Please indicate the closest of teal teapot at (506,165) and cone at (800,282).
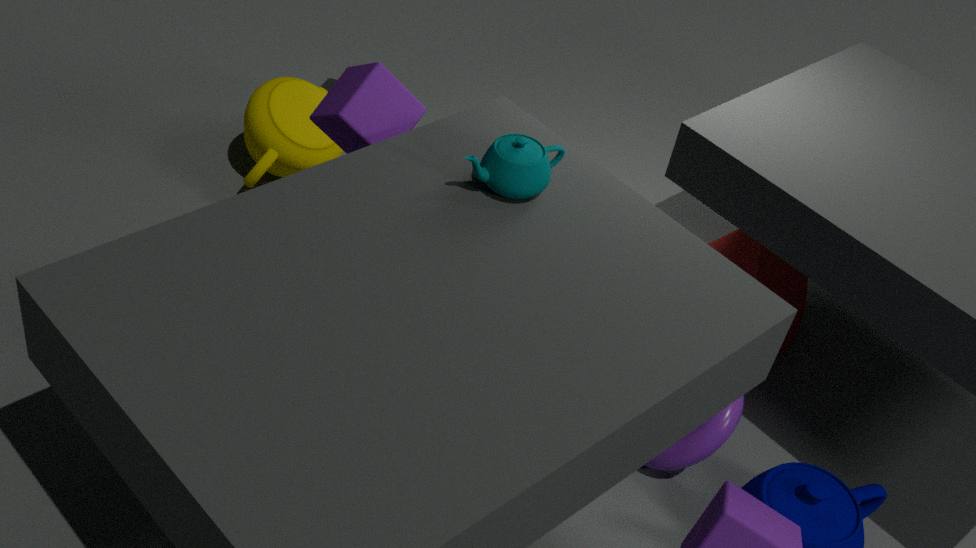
teal teapot at (506,165)
